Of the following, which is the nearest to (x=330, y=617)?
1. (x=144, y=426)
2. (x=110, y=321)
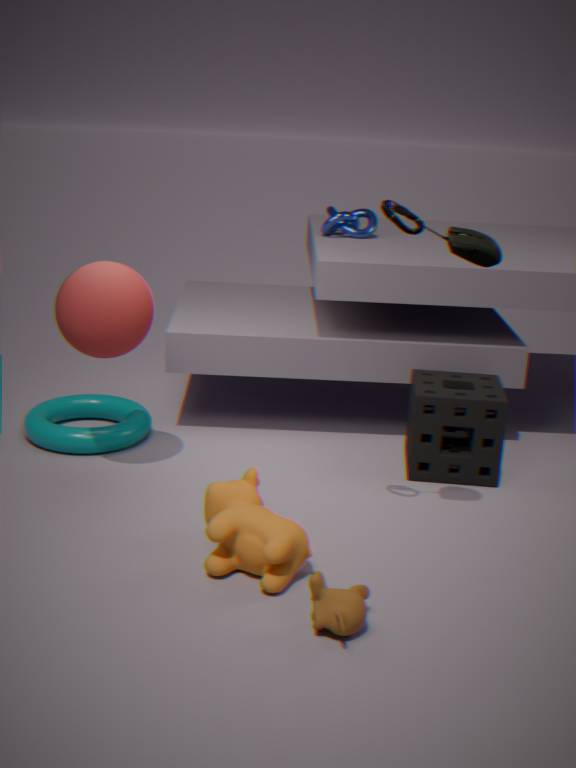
(x=110, y=321)
